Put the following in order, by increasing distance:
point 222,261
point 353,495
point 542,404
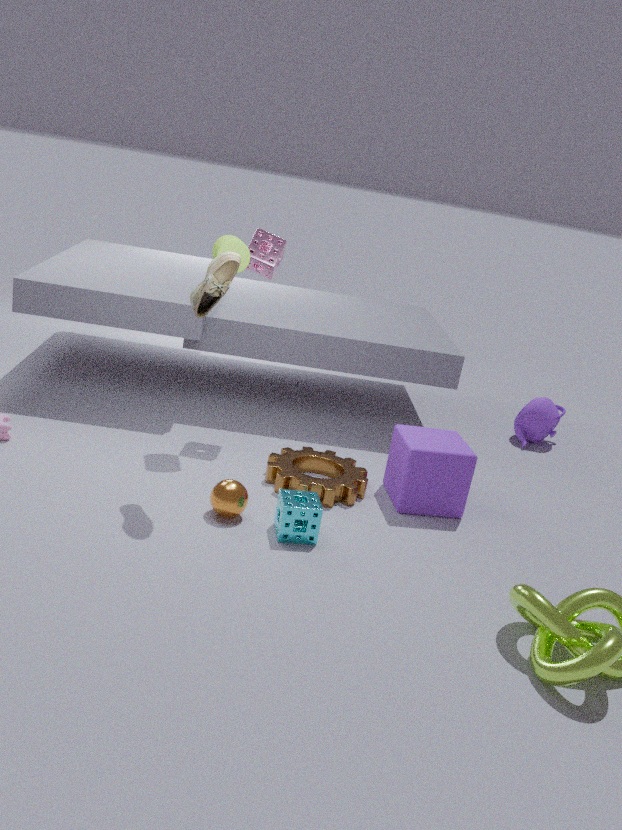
point 222,261 < point 353,495 < point 542,404
